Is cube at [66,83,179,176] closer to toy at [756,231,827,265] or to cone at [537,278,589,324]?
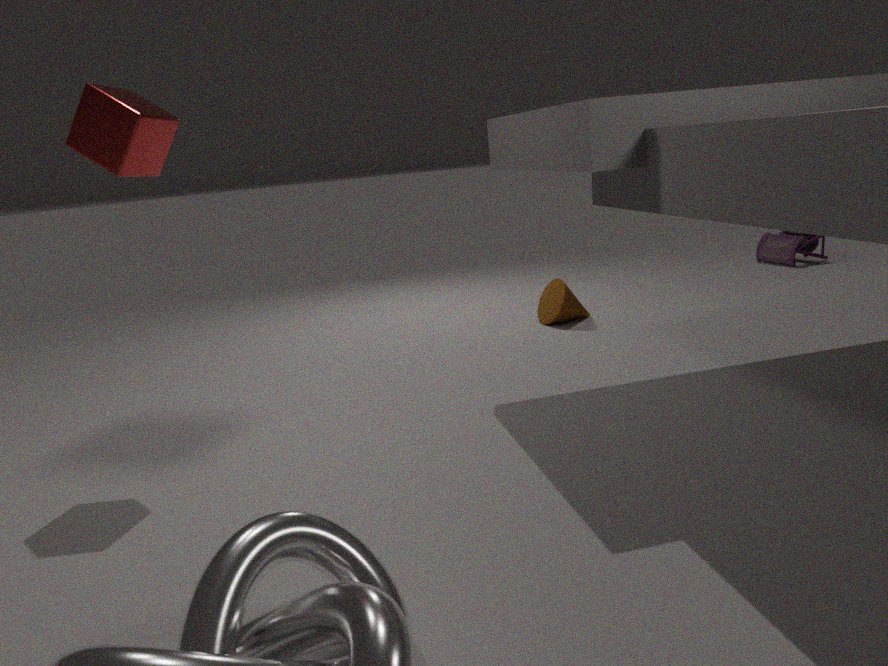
cone at [537,278,589,324]
